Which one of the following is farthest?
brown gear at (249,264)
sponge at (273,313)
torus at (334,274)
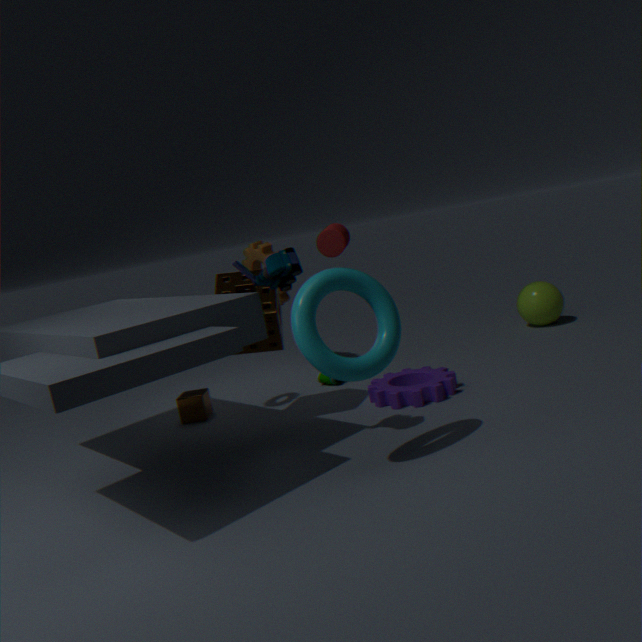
brown gear at (249,264)
